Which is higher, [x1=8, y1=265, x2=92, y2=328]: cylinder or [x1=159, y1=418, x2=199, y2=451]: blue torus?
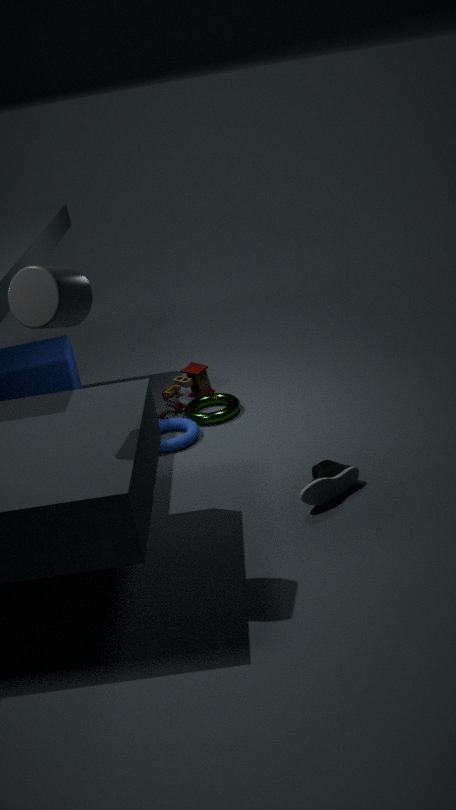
[x1=8, y1=265, x2=92, y2=328]: cylinder
